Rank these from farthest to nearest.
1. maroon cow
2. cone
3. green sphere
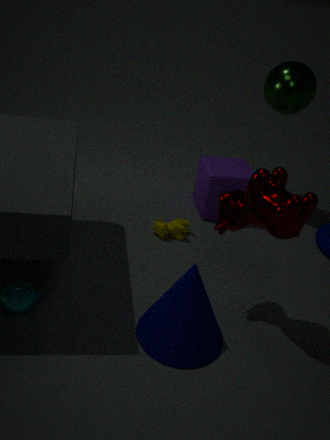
green sphere
cone
maroon cow
